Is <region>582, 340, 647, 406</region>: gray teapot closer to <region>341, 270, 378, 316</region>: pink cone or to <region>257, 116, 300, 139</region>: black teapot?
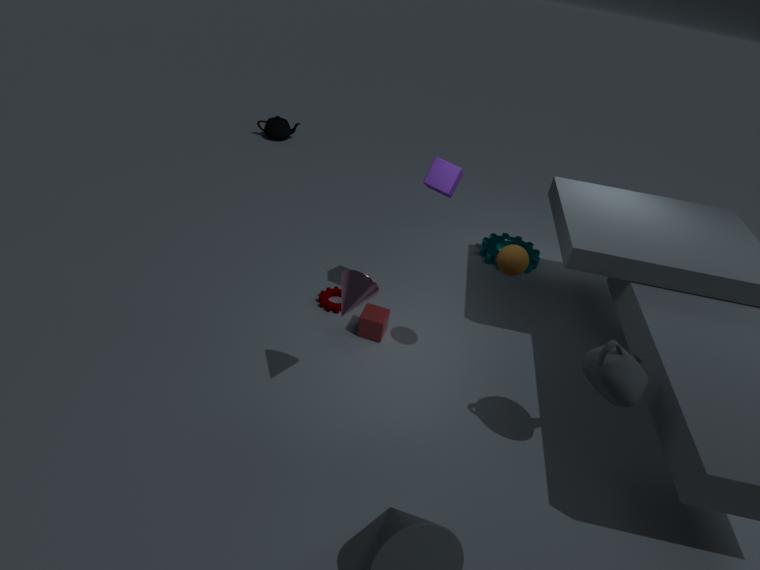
<region>341, 270, 378, 316</region>: pink cone
